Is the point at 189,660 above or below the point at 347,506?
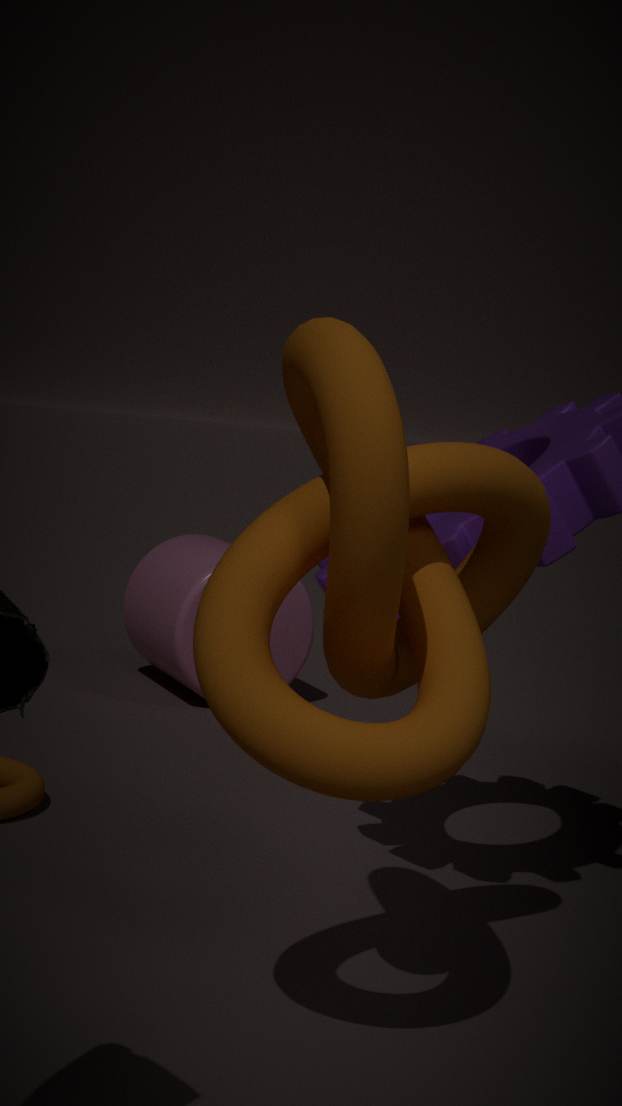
below
